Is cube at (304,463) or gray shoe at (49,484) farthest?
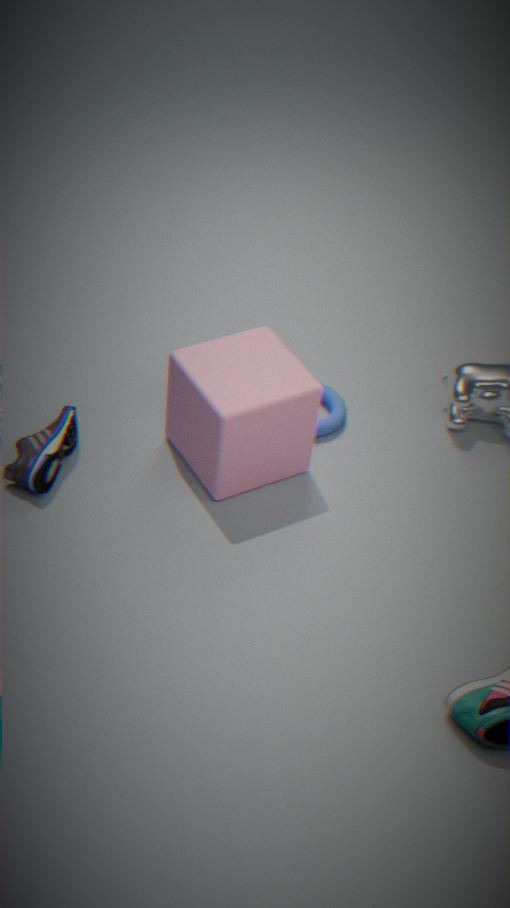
gray shoe at (49,484)
